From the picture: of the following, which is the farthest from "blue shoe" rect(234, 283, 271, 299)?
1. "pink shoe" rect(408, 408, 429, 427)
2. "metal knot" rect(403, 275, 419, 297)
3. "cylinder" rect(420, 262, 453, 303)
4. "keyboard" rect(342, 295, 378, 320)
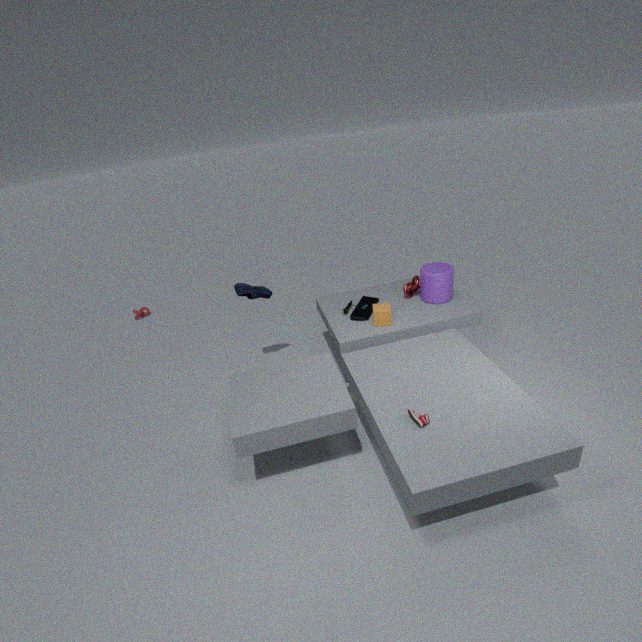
"pink shoe" rect(408, 408, 429, 427)
